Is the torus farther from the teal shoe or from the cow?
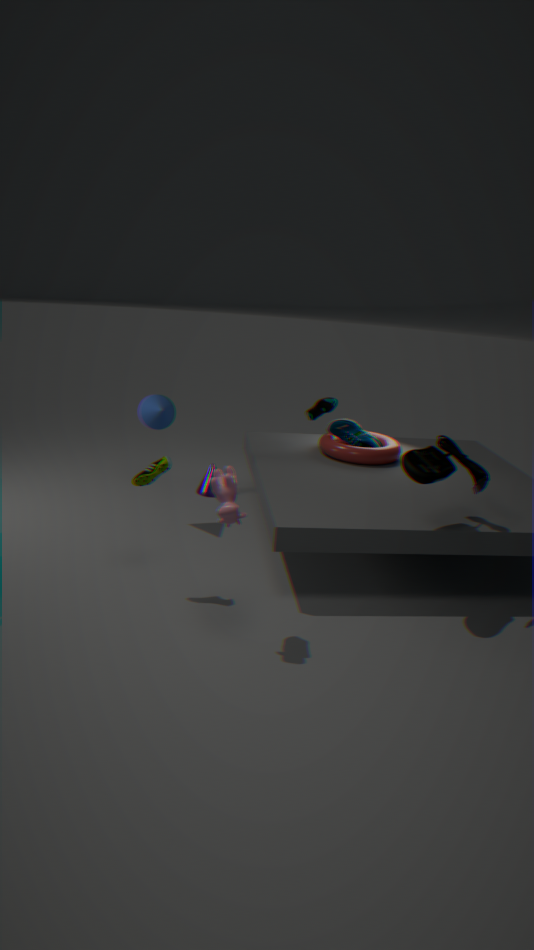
the cow
